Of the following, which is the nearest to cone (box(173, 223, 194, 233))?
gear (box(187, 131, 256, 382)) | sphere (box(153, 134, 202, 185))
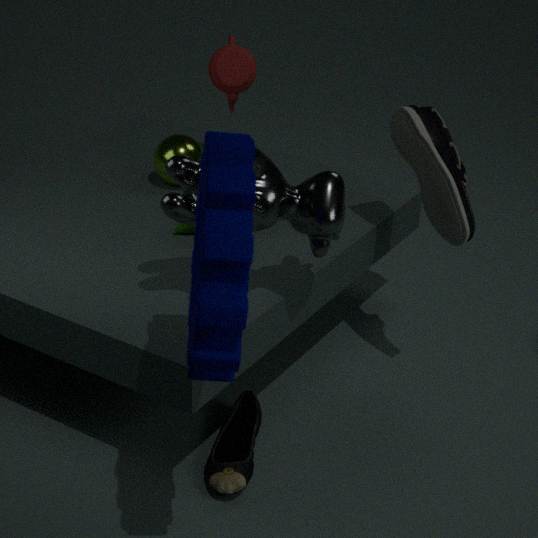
sphere (box(153, 134, 202, 185))
